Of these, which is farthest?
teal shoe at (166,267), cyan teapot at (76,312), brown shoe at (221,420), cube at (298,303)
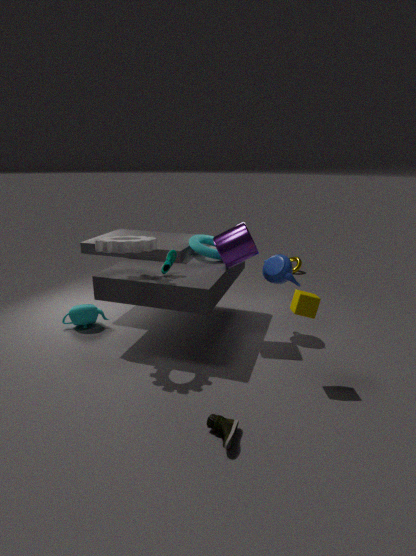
cyan teapot at (76,312)
